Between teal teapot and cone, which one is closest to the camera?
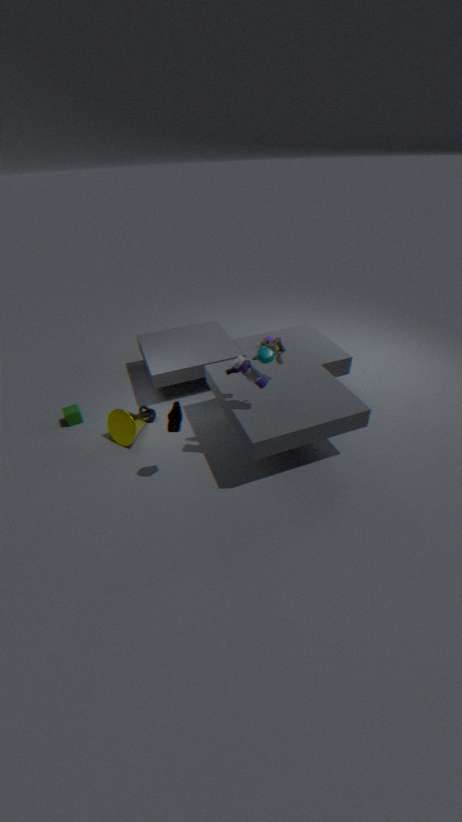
teal teapot
